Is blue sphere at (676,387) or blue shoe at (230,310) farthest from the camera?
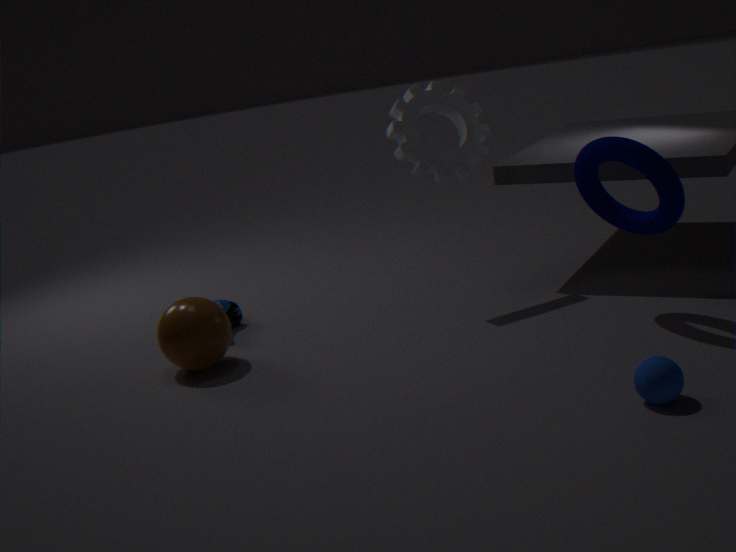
blue shoe at (230,310)
